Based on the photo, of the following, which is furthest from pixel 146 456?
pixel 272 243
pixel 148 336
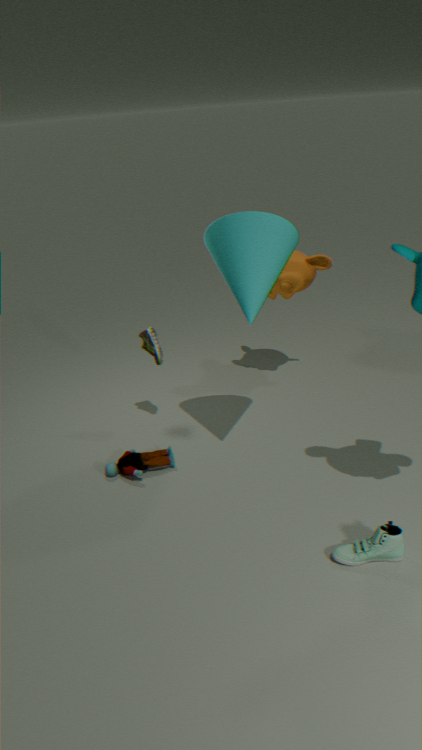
pixel 272 243
